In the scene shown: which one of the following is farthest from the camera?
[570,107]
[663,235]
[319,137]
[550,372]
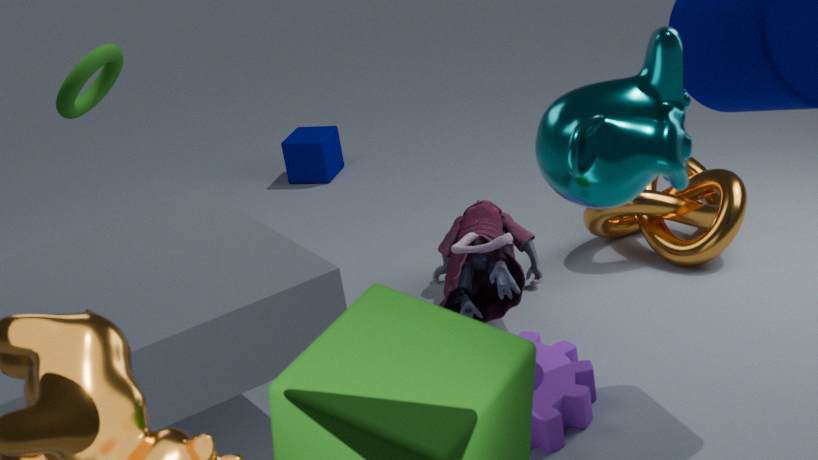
[319,137]
